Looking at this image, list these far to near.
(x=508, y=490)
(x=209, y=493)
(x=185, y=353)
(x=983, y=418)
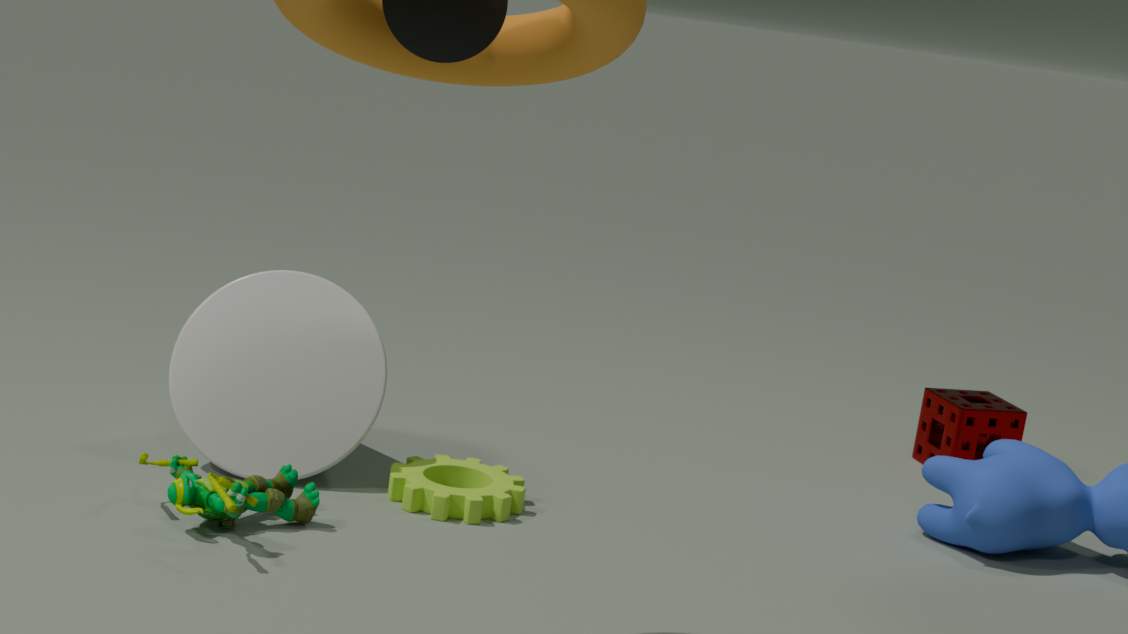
(x=983, y=418) → (x=185, y=353) → (x=508, y=490) → (x=209, y=493)
